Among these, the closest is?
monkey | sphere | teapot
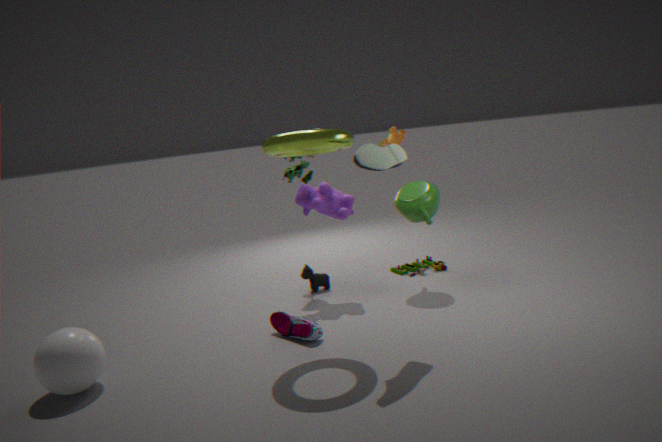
sphere
